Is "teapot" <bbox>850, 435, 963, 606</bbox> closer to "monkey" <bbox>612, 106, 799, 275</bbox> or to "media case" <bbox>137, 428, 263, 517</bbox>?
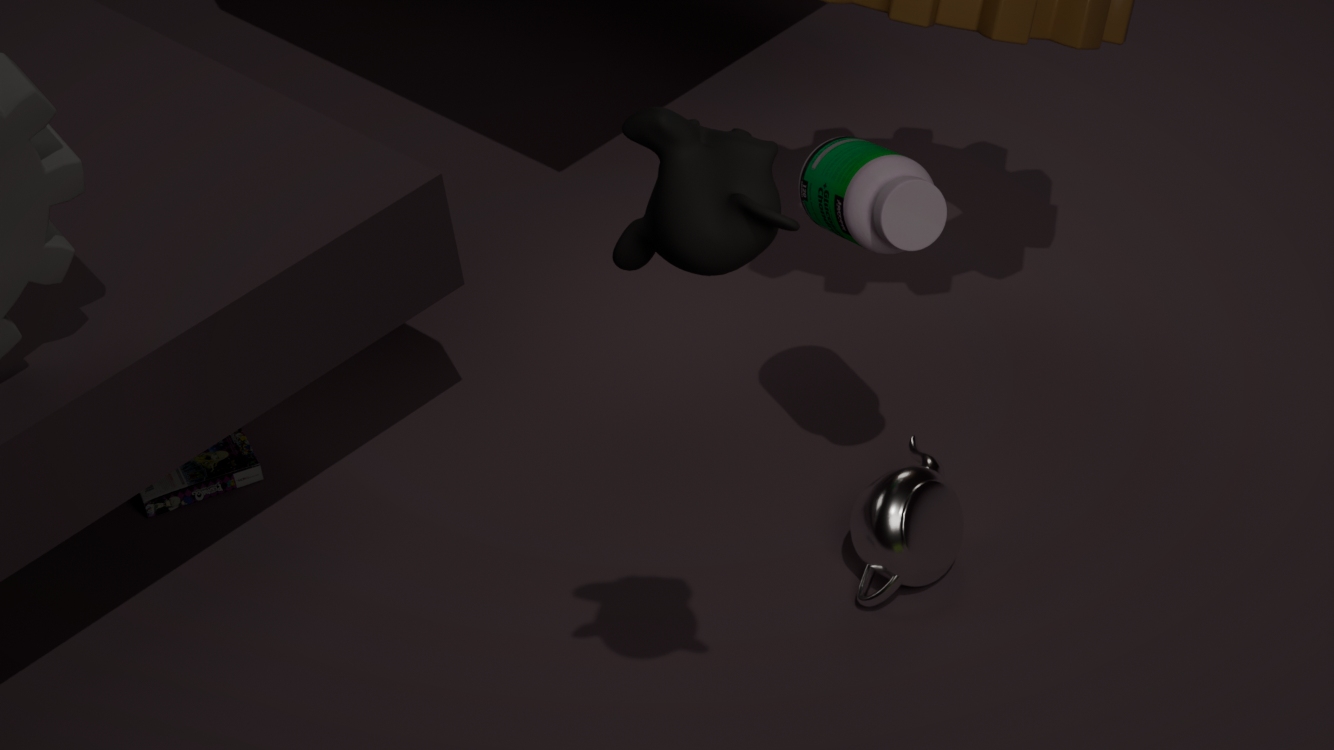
"media case" <bbox>137, 428, 263, 517</bbox>
